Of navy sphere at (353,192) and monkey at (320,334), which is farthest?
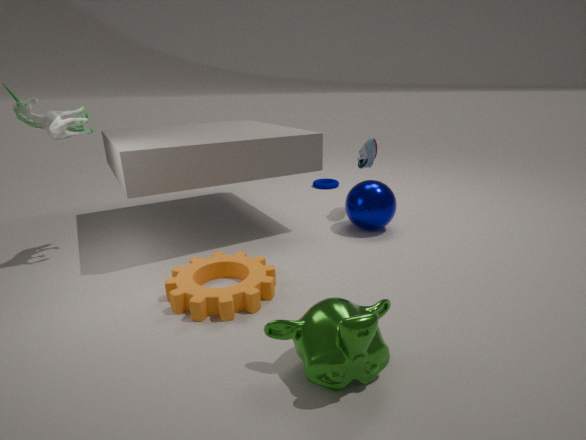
navy sphere at (353,192)
